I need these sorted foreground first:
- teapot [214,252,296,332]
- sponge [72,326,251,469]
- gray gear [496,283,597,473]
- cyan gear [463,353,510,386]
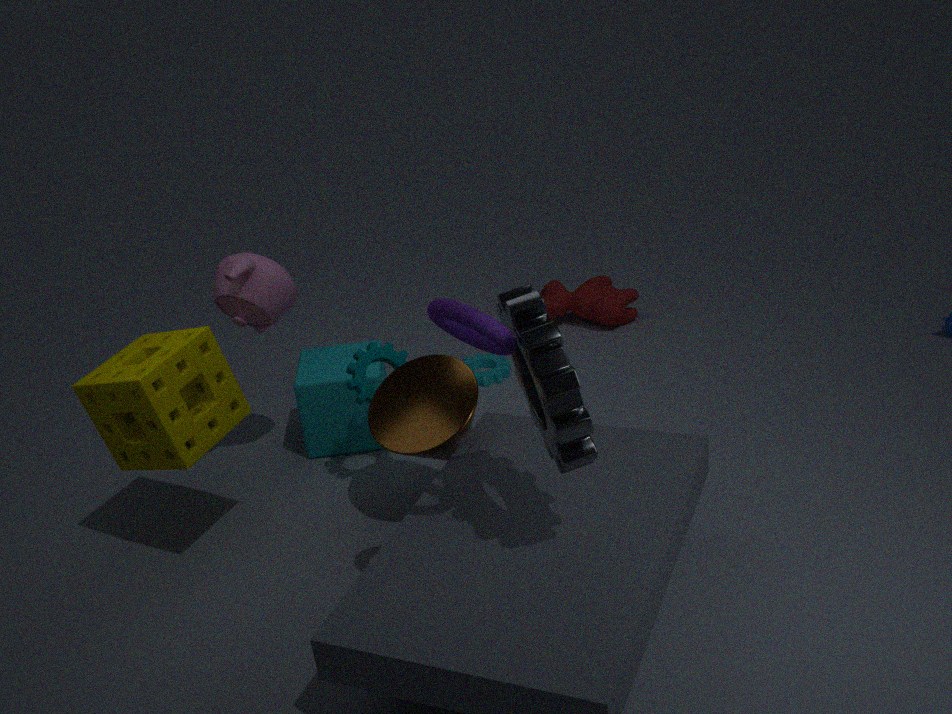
1. gray gear [496,283,597,473]
2. sponge [72,326,251,469]
3. teapot [214,252,296,332]
4. cyan gear [463,353,510,386]
